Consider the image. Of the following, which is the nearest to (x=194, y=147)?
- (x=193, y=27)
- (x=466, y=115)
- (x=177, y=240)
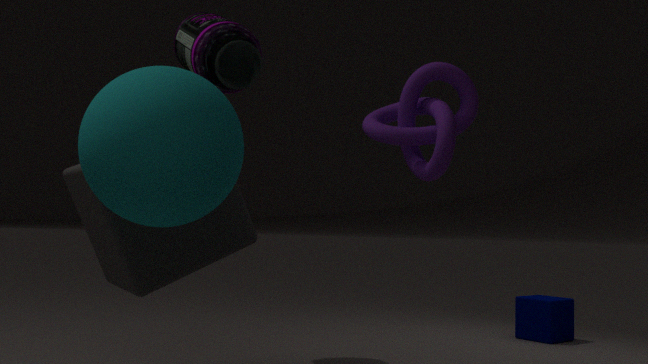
(x=177, y=240)
